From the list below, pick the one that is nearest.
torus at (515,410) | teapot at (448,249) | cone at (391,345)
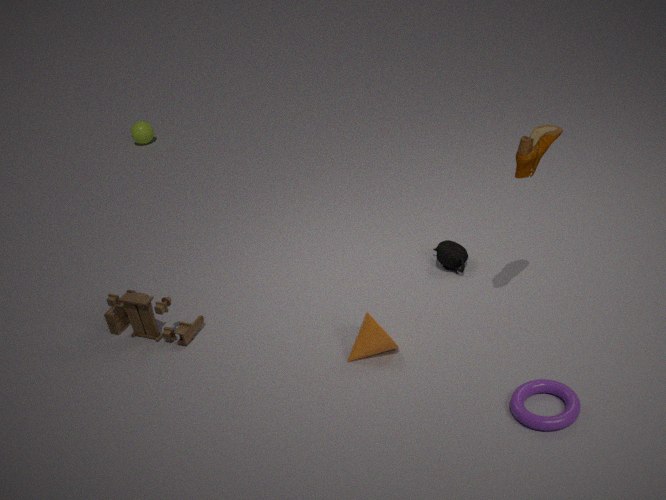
torus at (515,410)
